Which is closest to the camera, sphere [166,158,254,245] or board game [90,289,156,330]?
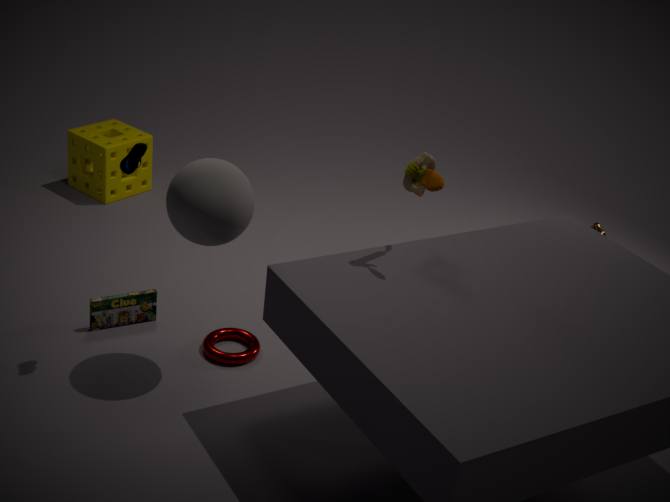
sphere [166,158,254,245]
